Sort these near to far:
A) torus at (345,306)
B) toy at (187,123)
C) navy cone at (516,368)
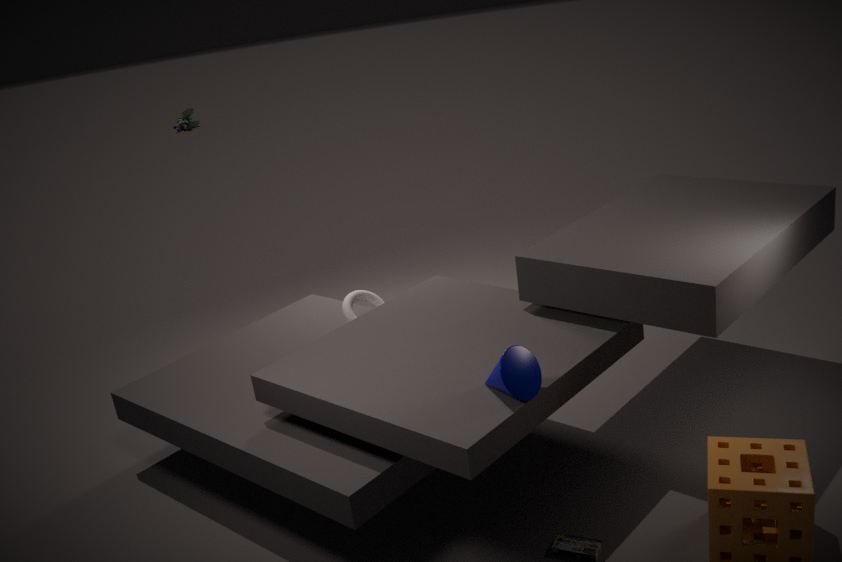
navy cone at (516,368) < torus at (345,306) < toy at (187,123)
